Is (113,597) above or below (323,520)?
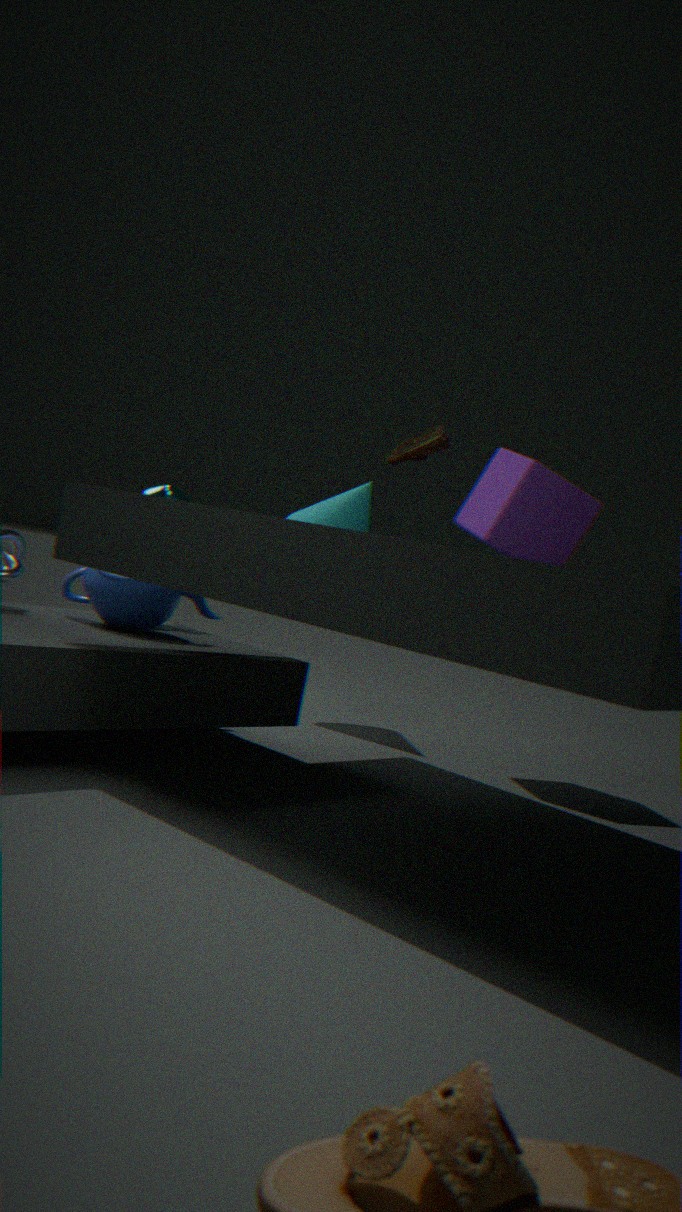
below
